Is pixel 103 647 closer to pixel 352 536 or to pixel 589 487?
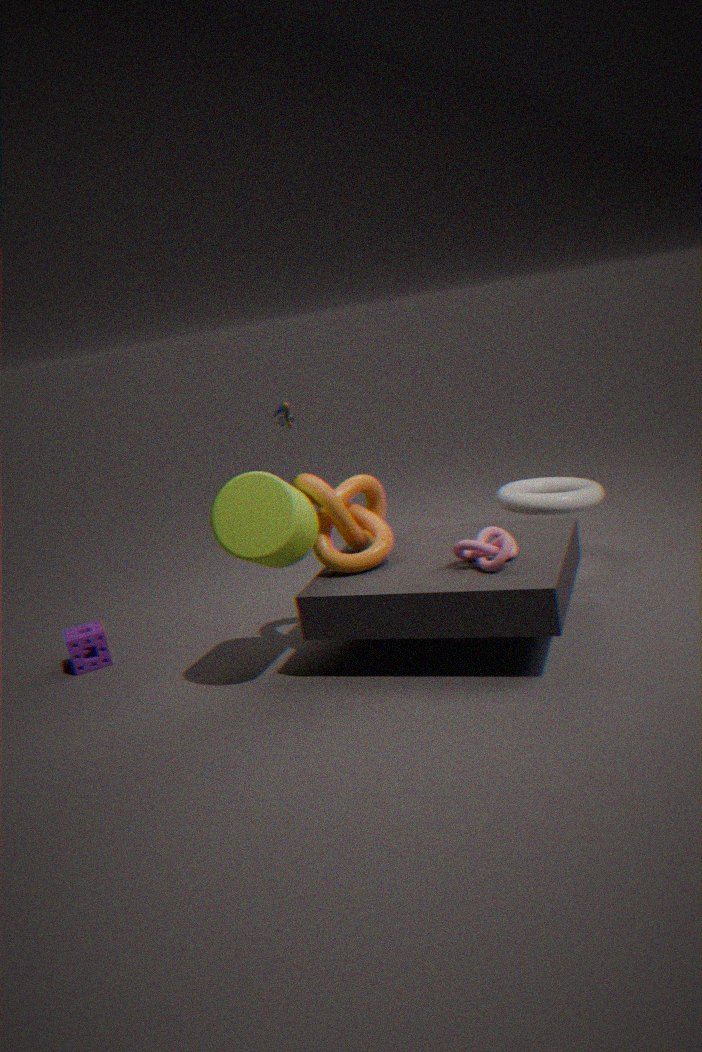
pixel 352 536
